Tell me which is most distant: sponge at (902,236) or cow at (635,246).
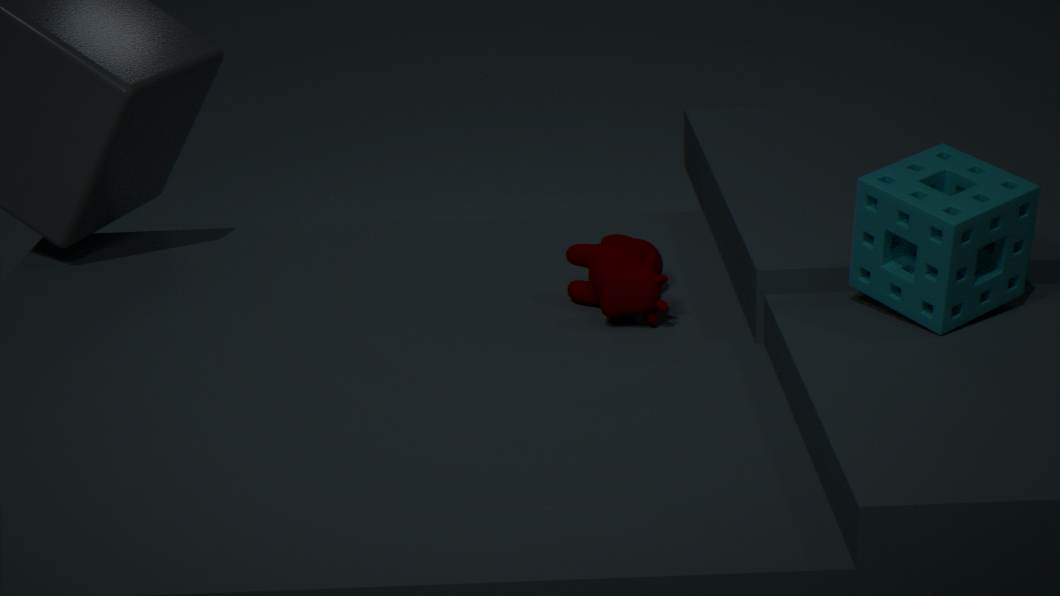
cow at (635,246)
